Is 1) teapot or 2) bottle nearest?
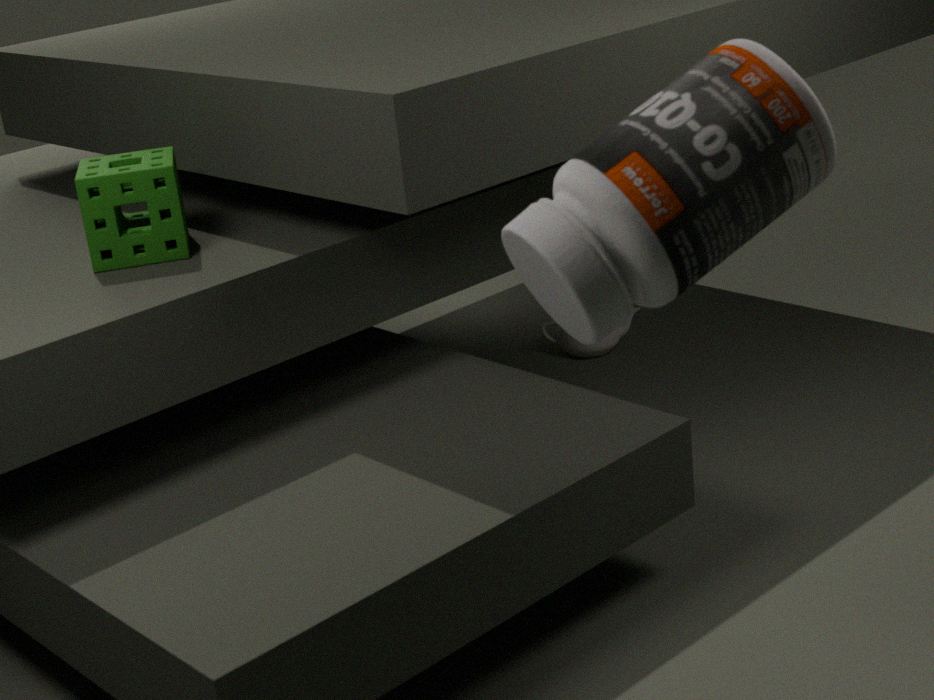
2. bottle
